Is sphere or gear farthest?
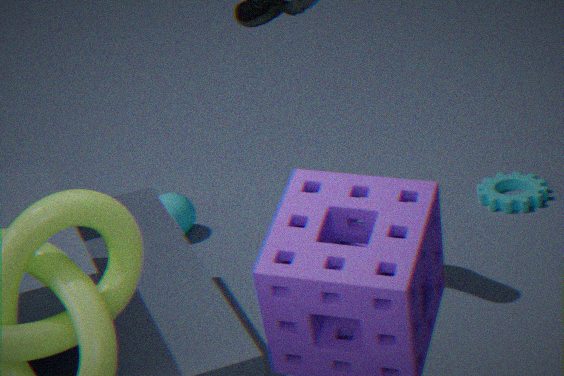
sphere
